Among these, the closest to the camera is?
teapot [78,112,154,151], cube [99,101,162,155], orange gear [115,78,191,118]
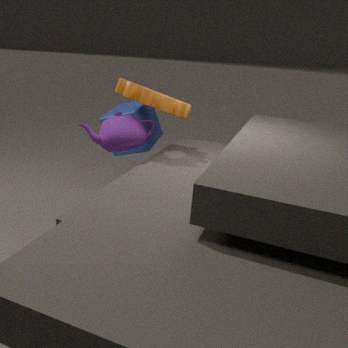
orange gear [115,78,191,118]
